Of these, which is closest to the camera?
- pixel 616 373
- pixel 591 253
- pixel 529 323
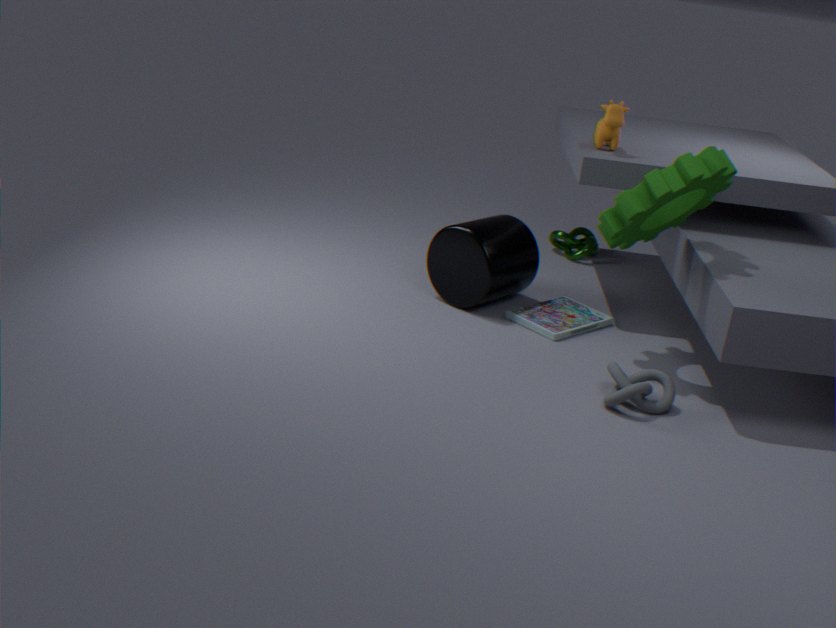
pixel 616 373
